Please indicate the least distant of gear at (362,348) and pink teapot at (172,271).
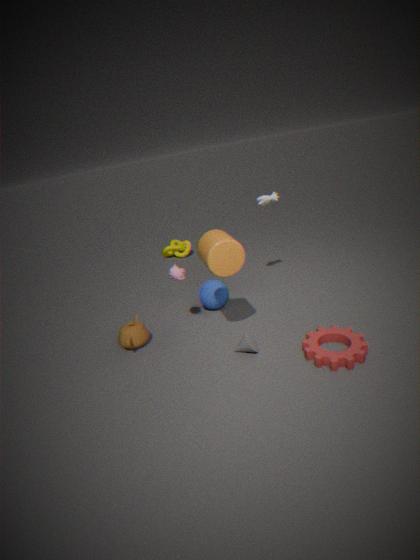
gear at (362,348)
